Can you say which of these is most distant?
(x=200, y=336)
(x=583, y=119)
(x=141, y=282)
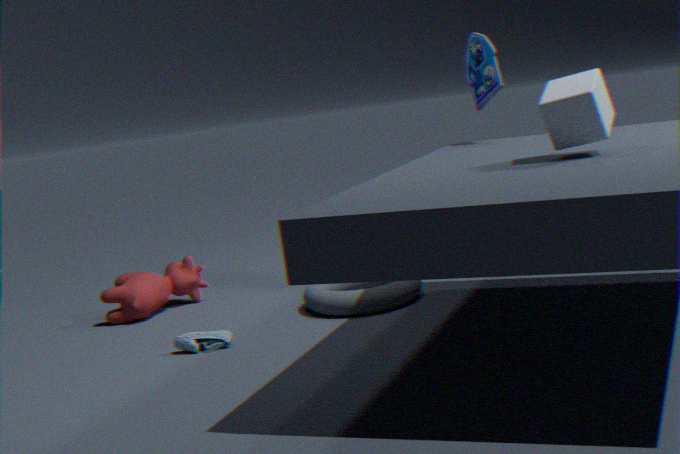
(x=141, y=282)
